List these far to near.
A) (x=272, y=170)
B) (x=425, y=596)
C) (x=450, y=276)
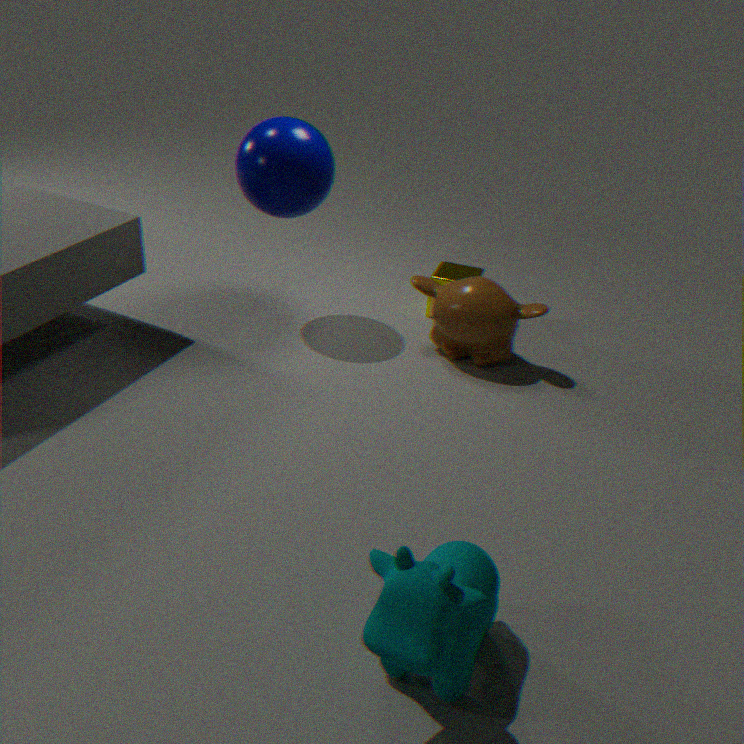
(x=450, y=276)
(x=272, y=170)
(x=425, y=596)
